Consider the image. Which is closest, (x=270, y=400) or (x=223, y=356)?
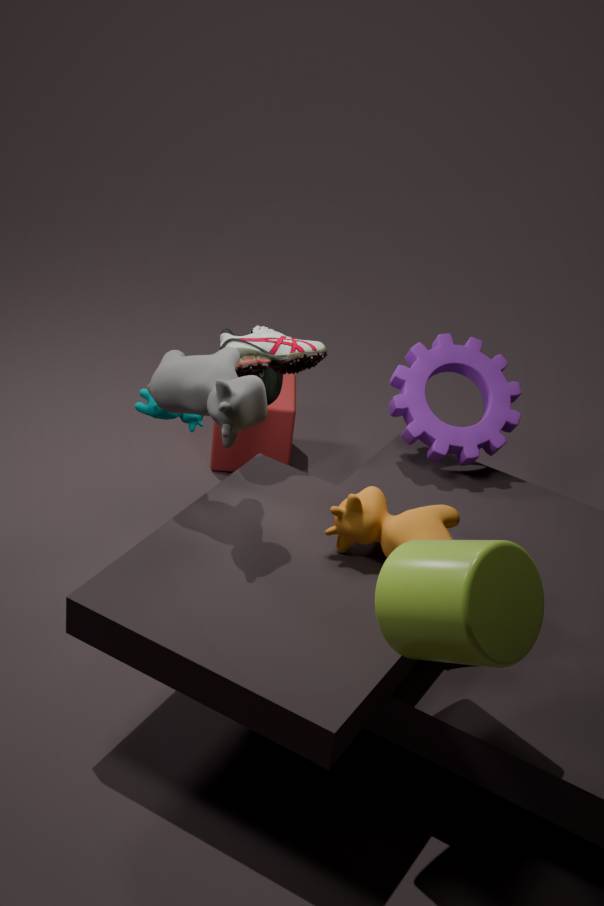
(x=223, y=356)
